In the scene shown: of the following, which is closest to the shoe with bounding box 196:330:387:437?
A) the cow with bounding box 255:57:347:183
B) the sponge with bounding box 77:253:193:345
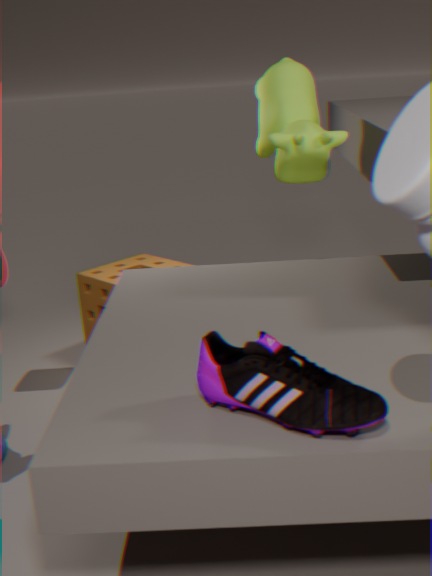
the cow with bounding box 255:57:347:183
